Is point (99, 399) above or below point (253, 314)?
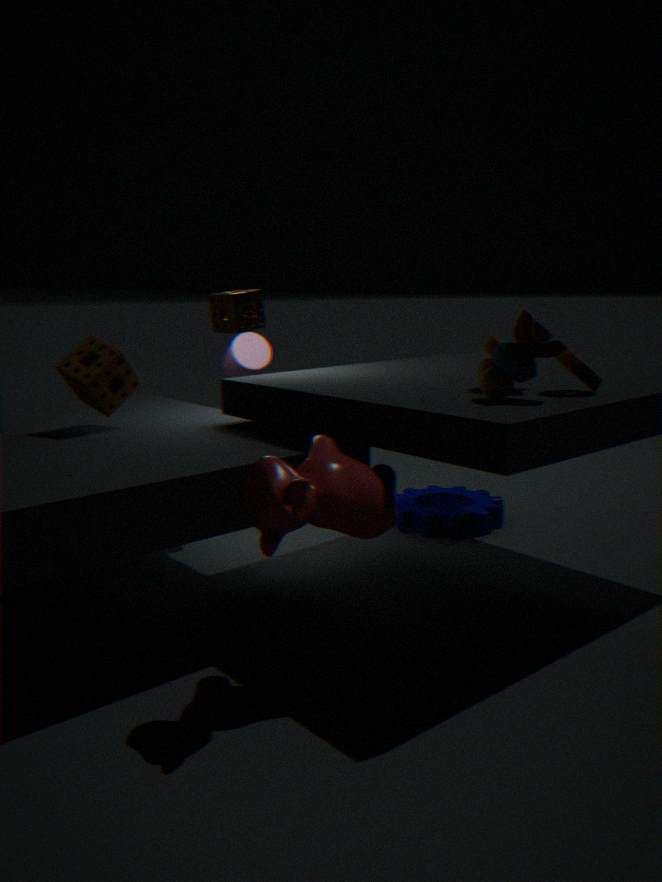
below
